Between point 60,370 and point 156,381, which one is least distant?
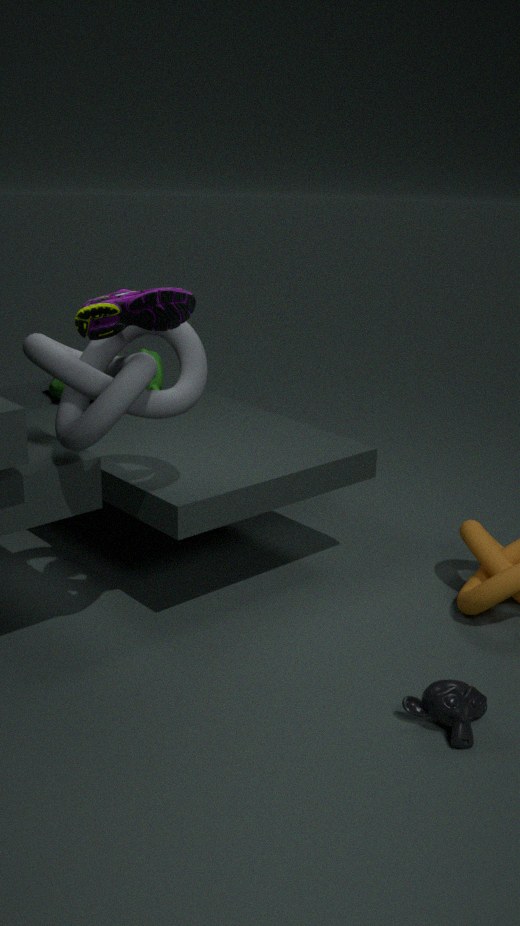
point 60,370
